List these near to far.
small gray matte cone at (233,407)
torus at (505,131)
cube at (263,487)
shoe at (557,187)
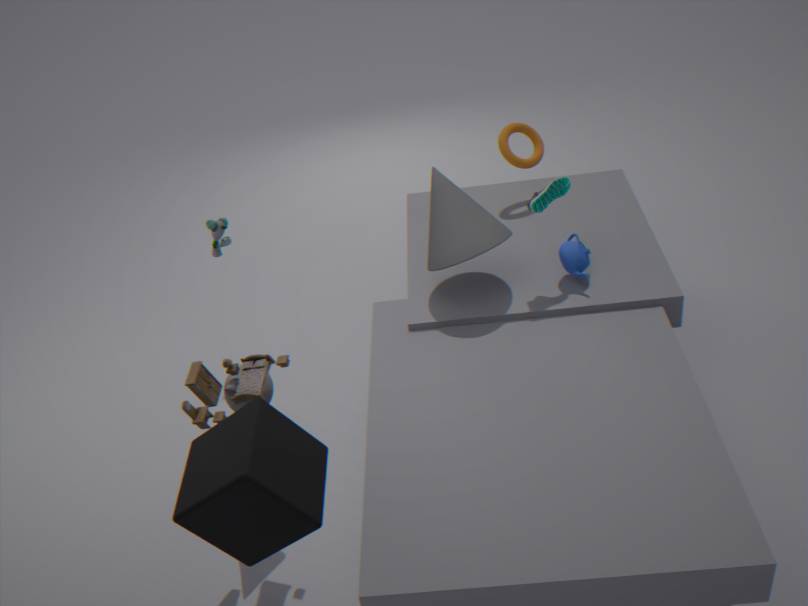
cube at (263,487) < small gray matte cone at (233,407) < shoe at (557,187) < torus at (505,131)
